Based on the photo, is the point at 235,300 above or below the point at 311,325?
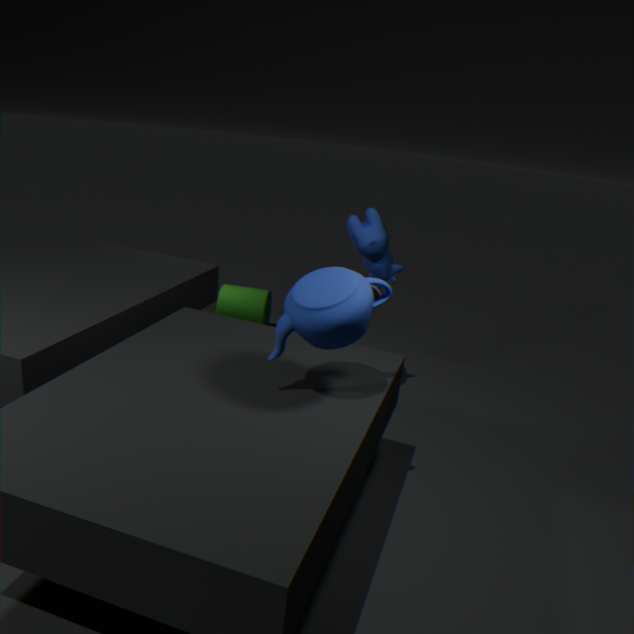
below
